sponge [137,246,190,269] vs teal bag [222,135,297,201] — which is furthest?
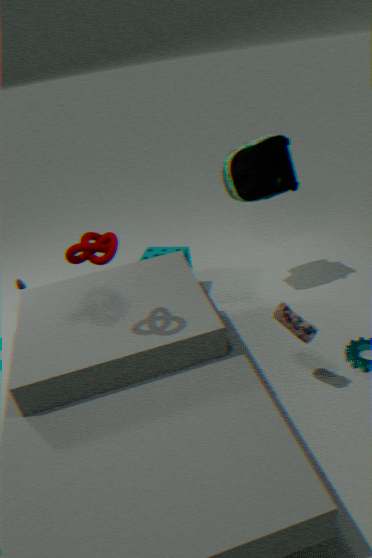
sponge [137,246,190,269]
